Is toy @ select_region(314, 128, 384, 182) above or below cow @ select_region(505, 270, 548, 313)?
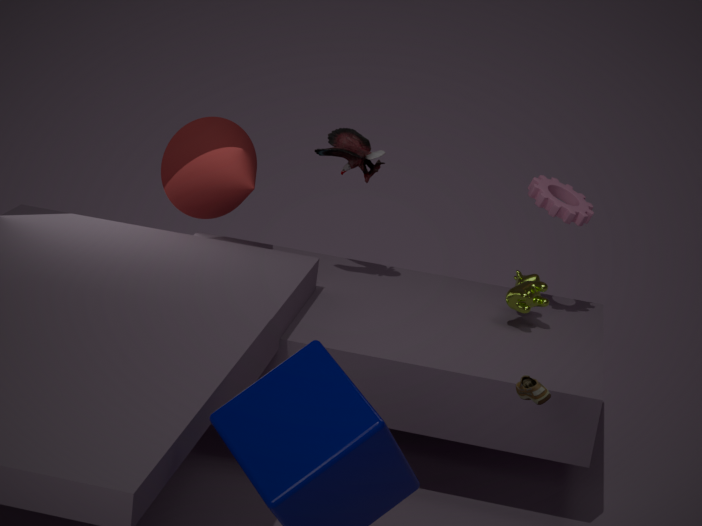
above
